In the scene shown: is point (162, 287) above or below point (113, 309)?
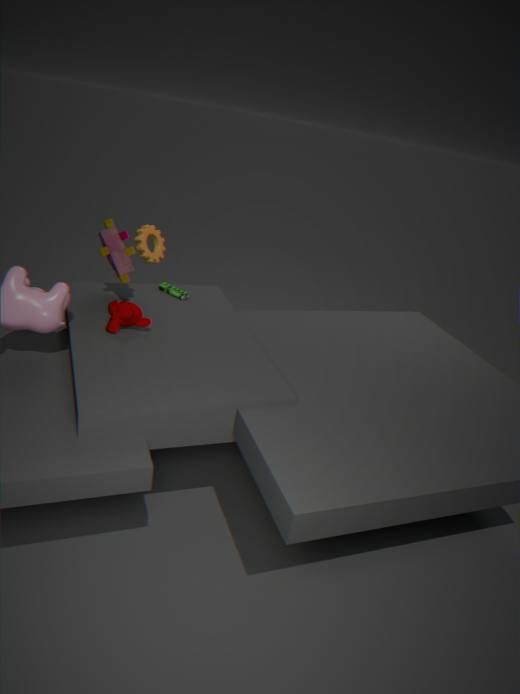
below
